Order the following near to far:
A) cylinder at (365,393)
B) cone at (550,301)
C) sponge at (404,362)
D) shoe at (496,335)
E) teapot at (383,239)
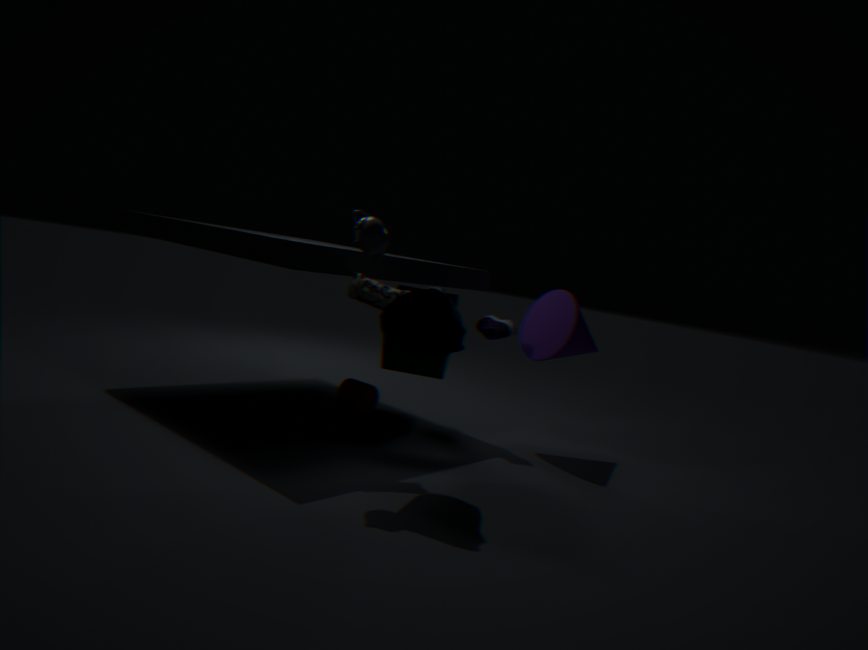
1. teapot at (383,239)
2. cone at (550,301)
3. shoe at (496,335)
4. sponge at (404,362)
5. cylinder at (365,393)
